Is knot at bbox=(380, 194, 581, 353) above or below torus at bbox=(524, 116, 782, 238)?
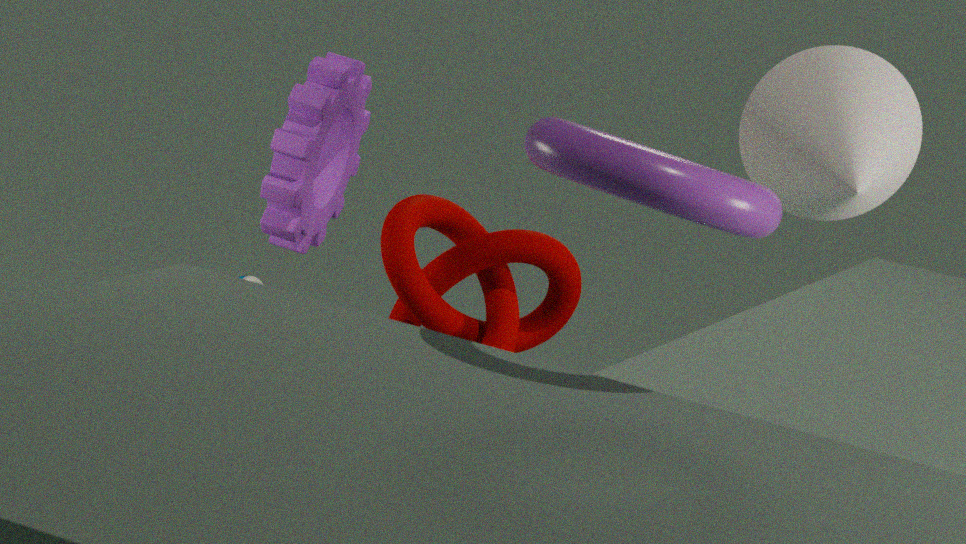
below
